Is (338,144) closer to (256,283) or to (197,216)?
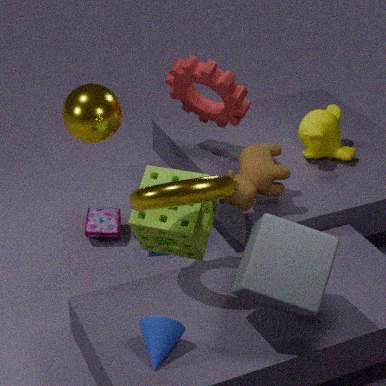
(197,216)
